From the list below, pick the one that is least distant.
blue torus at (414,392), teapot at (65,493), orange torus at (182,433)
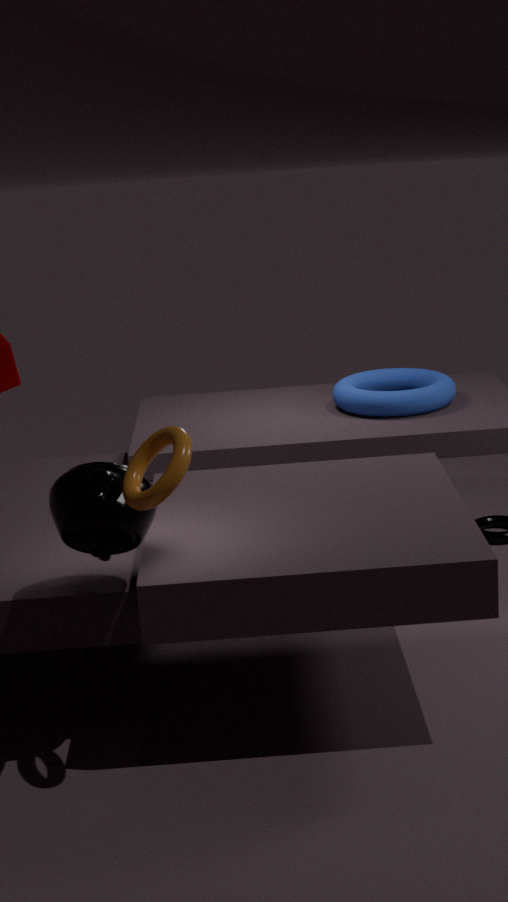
orange torus at (182,433)
